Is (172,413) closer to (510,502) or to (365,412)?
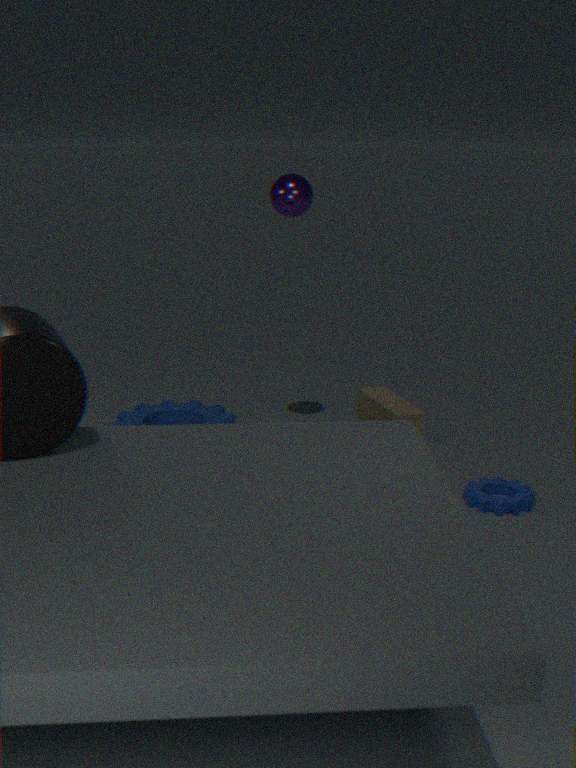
(365,412)
